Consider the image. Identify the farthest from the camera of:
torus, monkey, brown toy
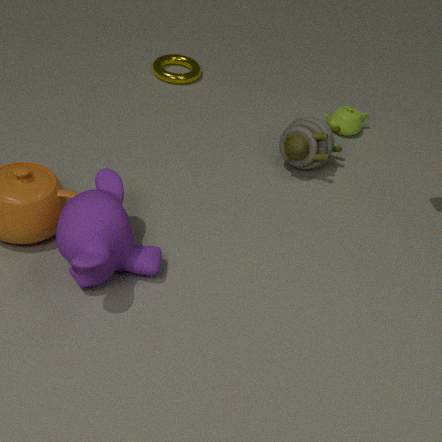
torus
